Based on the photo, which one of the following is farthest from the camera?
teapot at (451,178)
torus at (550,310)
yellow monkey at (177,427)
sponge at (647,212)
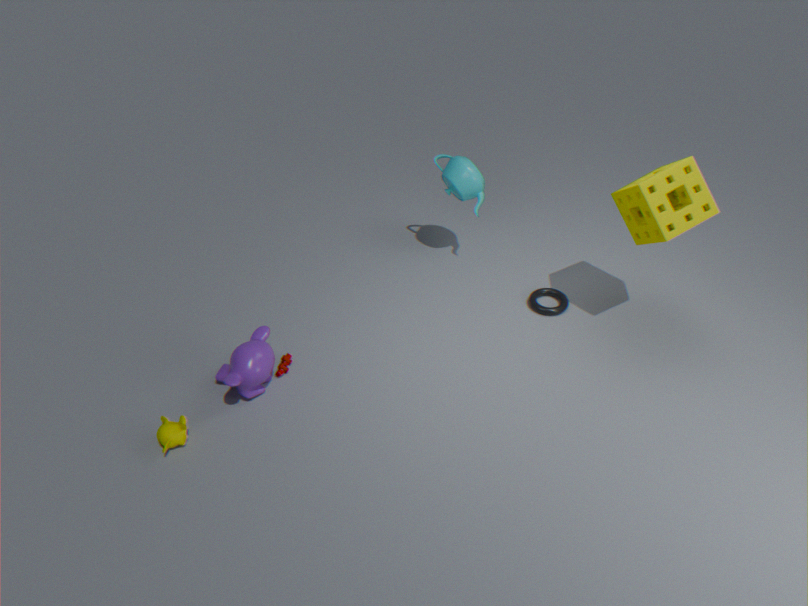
teapot at (451,178)
